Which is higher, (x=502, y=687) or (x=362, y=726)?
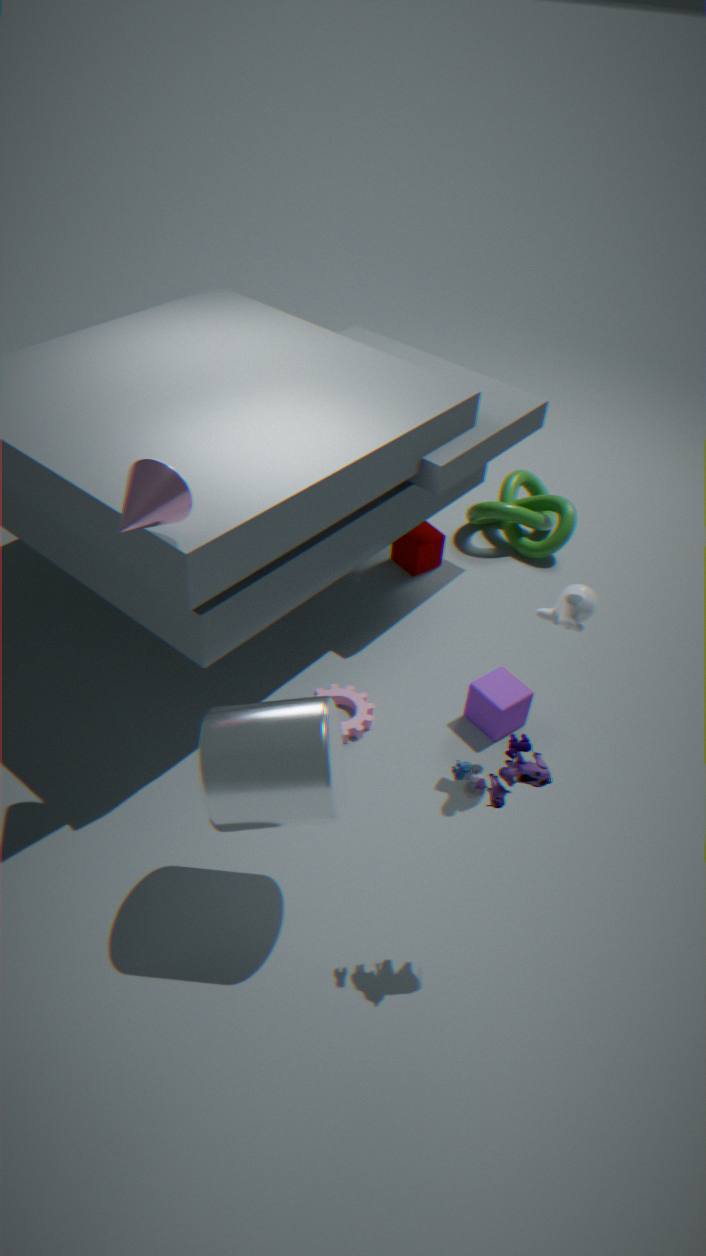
(x=502, y=687)
